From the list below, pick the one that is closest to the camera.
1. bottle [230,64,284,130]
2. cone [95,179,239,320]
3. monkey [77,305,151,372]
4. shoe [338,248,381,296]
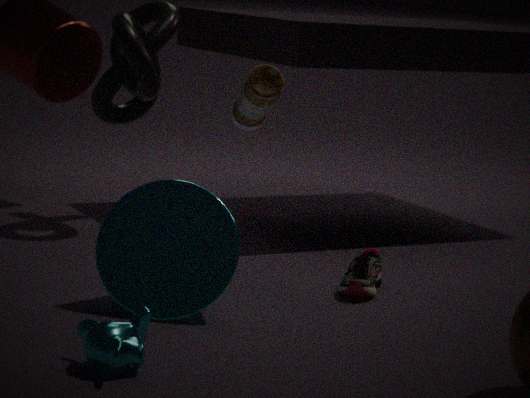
monkey [77,305,151,372]
